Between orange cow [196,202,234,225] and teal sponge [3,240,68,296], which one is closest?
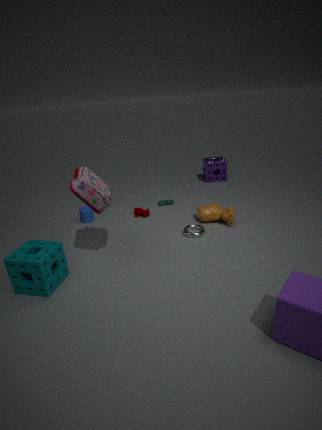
teal sponge [3,240,68,296]
